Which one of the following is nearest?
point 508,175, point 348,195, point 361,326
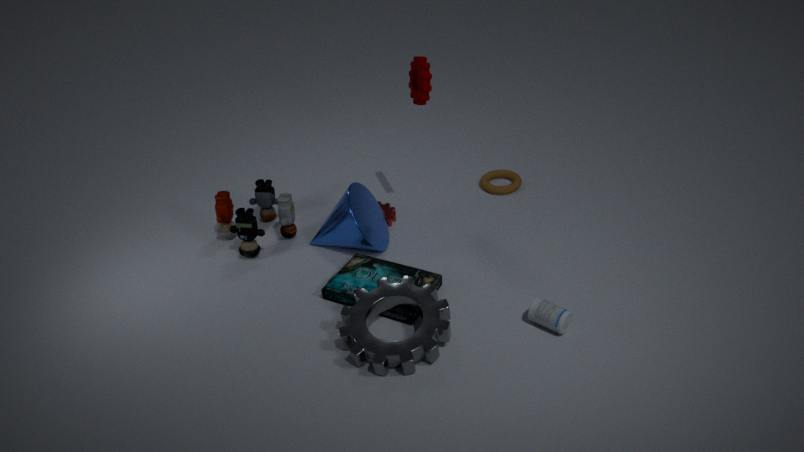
point 361,326
